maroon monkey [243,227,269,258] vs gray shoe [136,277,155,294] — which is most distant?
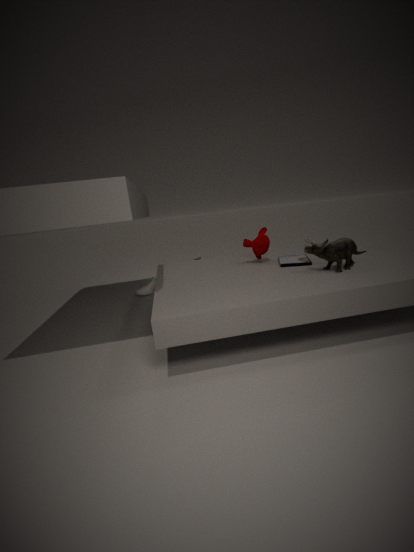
gray shoe [136,277,155,294]
